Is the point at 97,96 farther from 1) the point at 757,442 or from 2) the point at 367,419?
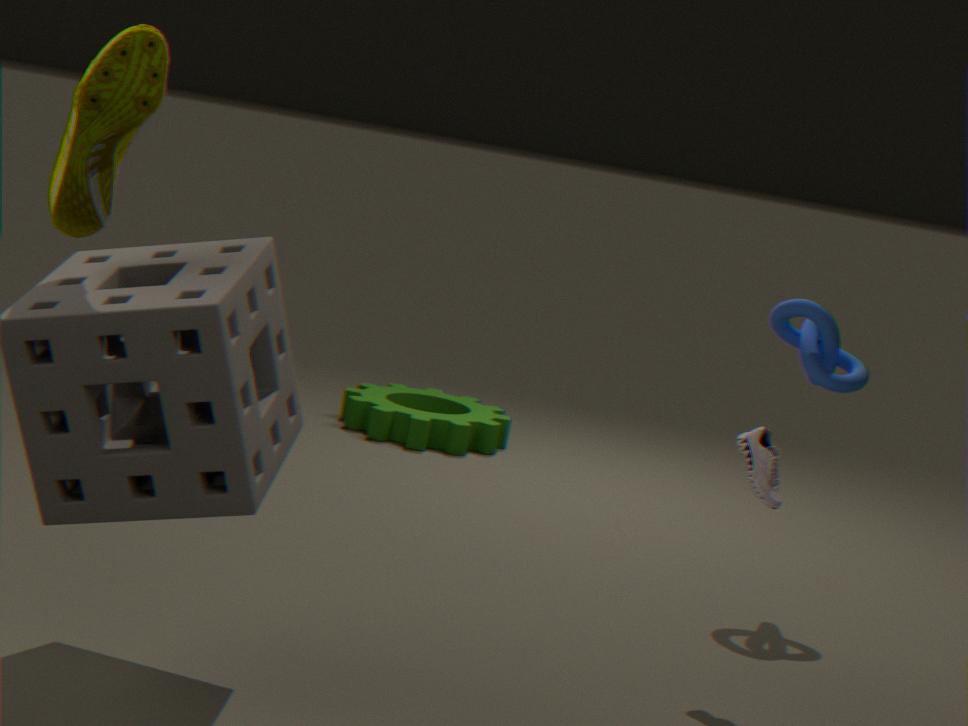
2) the point at 367,419
